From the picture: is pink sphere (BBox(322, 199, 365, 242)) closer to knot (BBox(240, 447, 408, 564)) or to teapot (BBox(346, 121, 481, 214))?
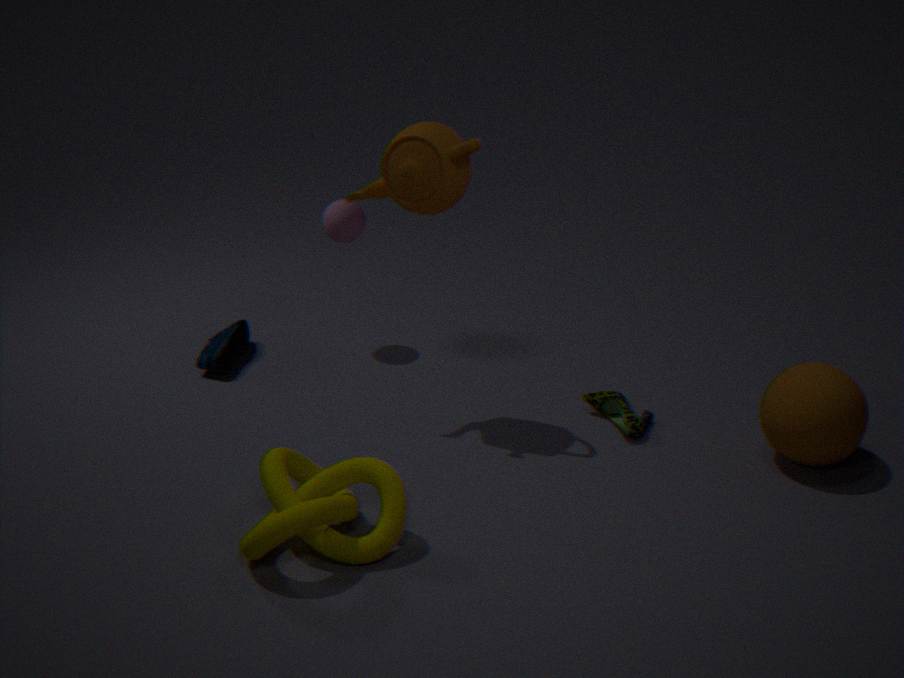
teapot (BBox(346, 121, 481, 214))
